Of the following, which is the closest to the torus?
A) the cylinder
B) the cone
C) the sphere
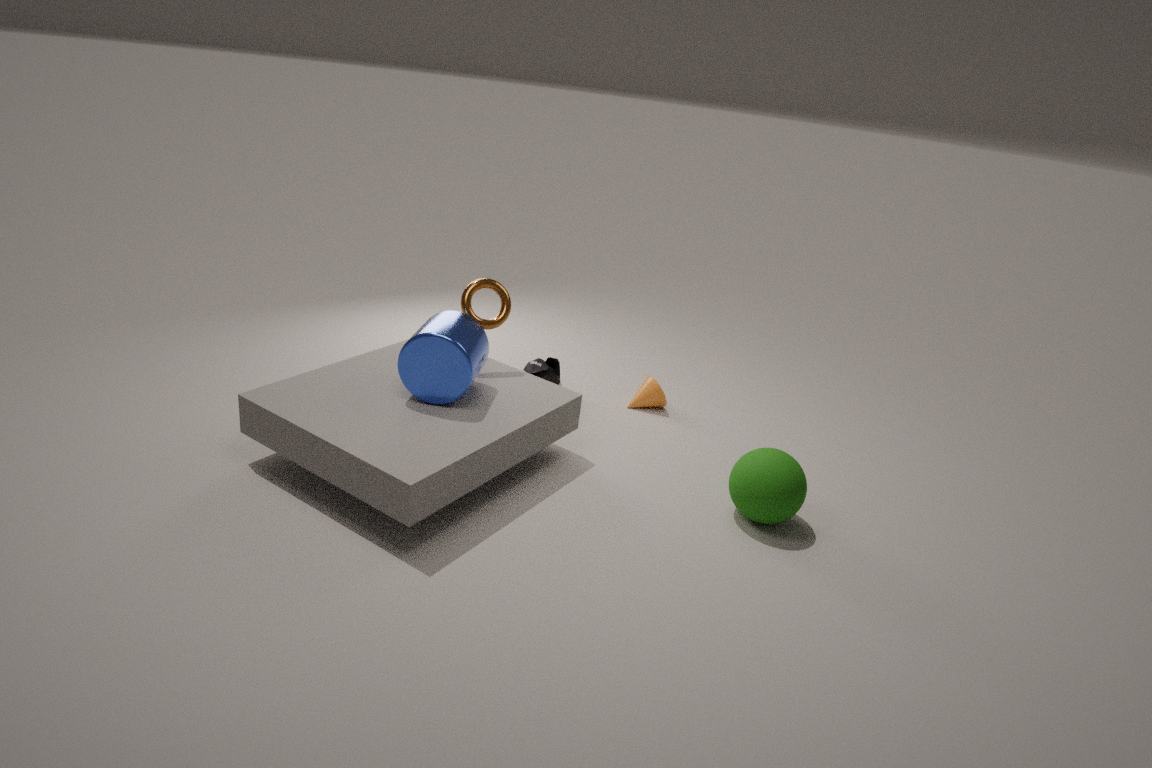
the cylinder
